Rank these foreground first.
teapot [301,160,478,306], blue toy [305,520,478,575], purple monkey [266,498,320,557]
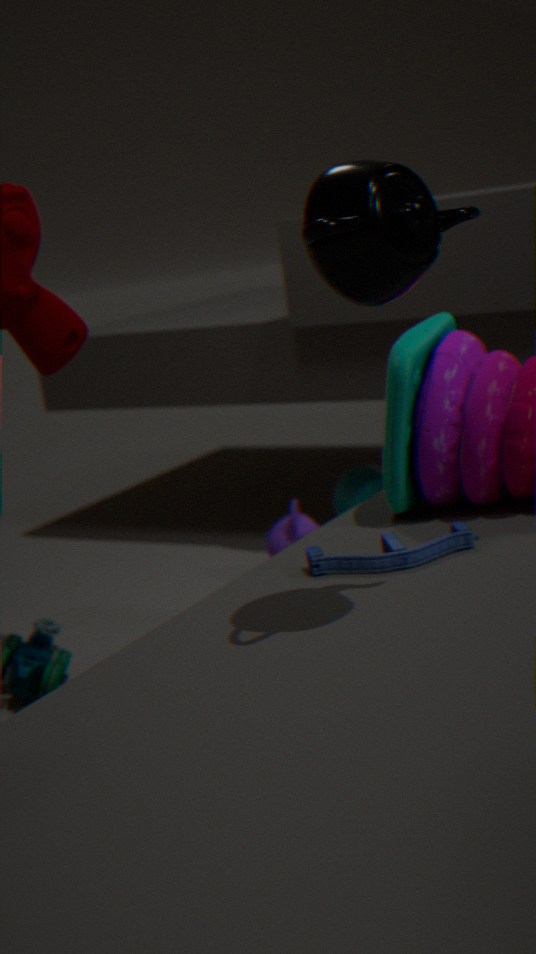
teapot [301,160,478,306] < blue toy [305,520,478,575] < purple monkey [266,498,320,557]
